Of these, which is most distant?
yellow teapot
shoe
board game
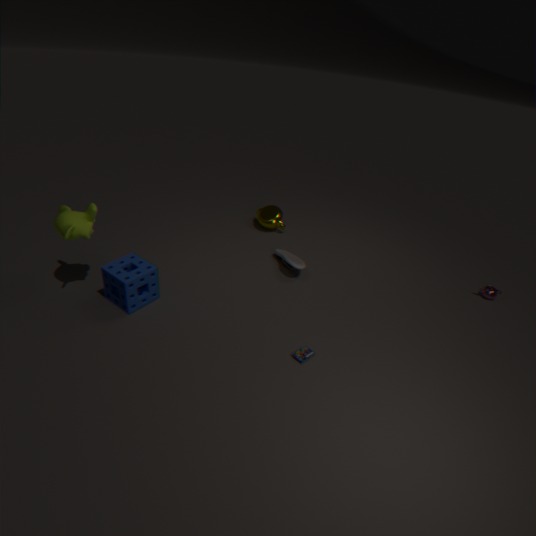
yellow teapot
